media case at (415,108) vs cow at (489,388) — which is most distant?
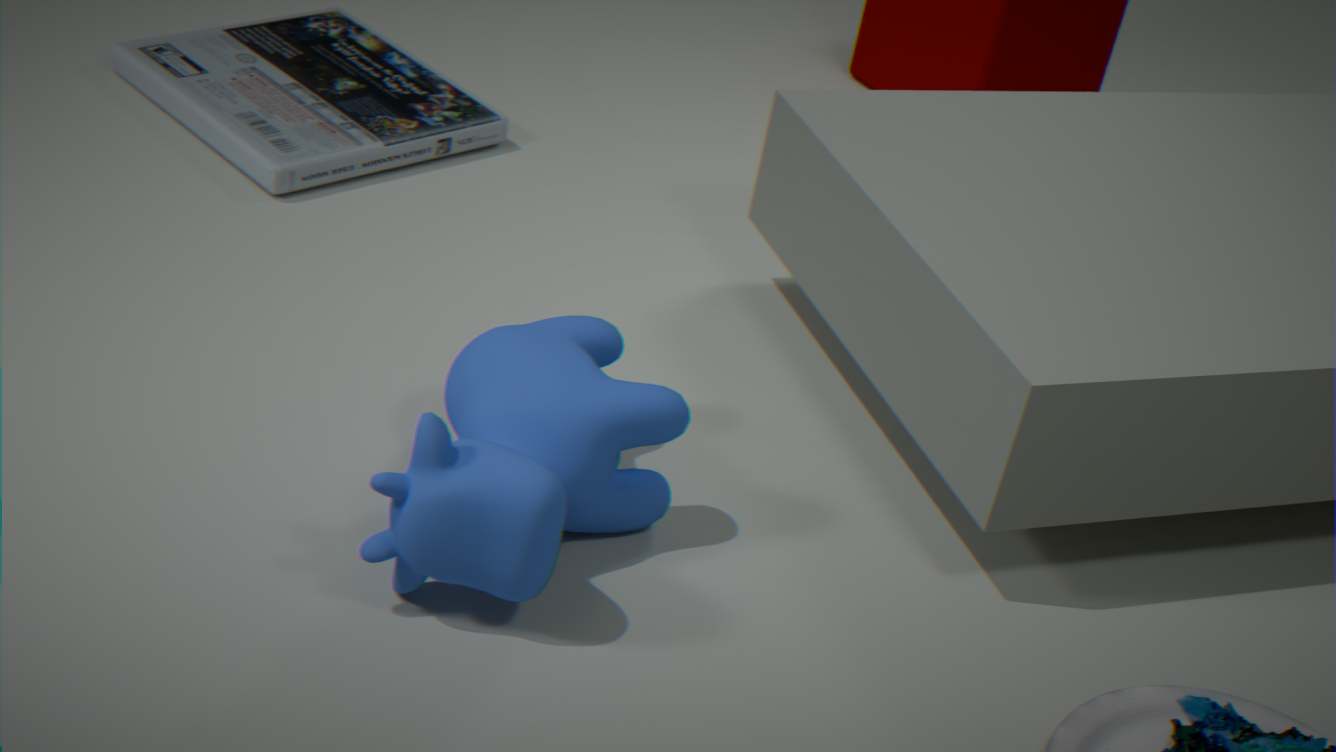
media case at (415,108)
